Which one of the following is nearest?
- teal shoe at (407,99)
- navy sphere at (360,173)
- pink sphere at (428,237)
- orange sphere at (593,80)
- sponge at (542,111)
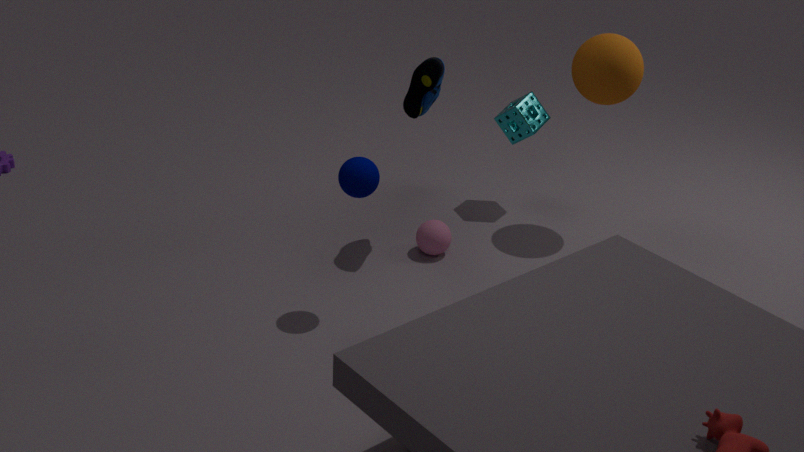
navy sphere at (360,173)
